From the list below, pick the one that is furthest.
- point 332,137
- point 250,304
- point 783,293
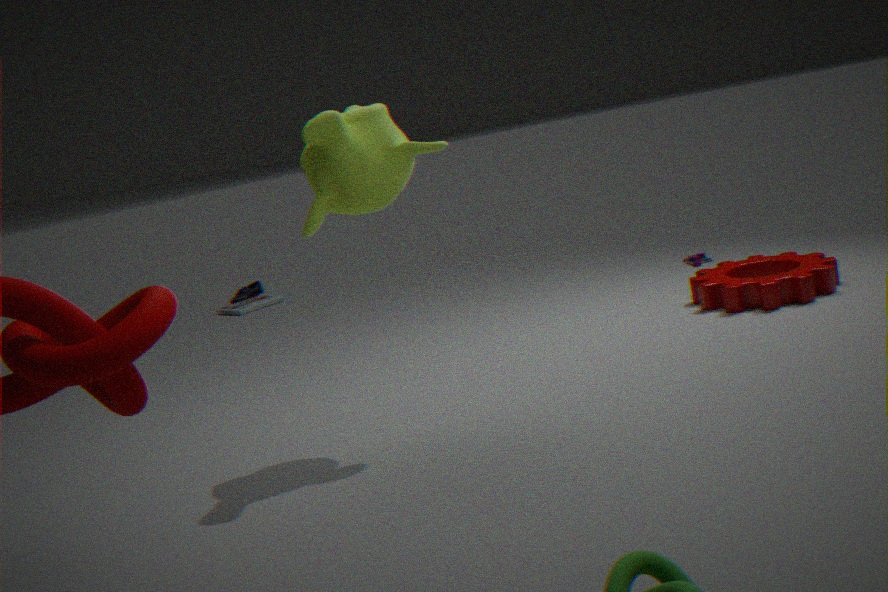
point 250,304
